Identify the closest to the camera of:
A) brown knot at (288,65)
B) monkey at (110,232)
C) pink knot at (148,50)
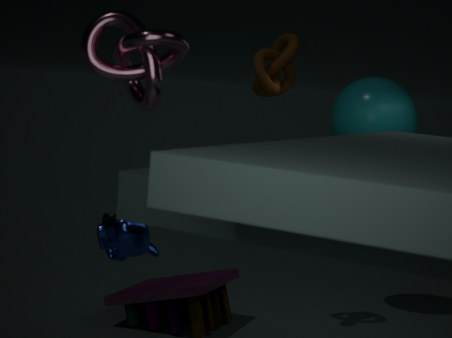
pink knot at (148,50)
